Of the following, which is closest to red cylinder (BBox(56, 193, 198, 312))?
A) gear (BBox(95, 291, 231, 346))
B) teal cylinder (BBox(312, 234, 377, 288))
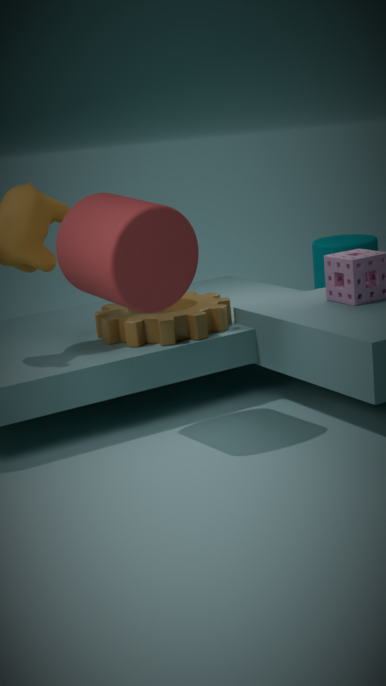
gear (BBox(95, 291, 231, 346))
